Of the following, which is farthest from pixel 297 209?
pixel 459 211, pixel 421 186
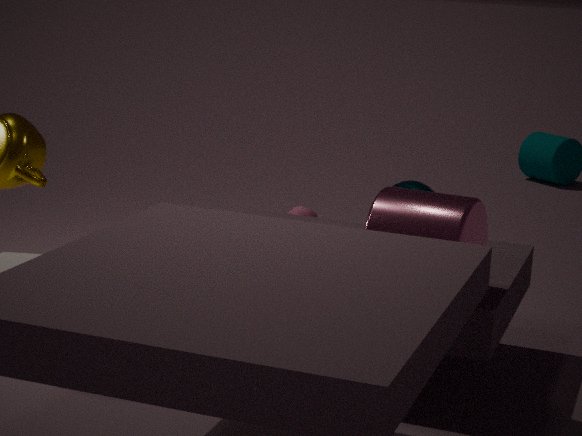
pixel 459 211
